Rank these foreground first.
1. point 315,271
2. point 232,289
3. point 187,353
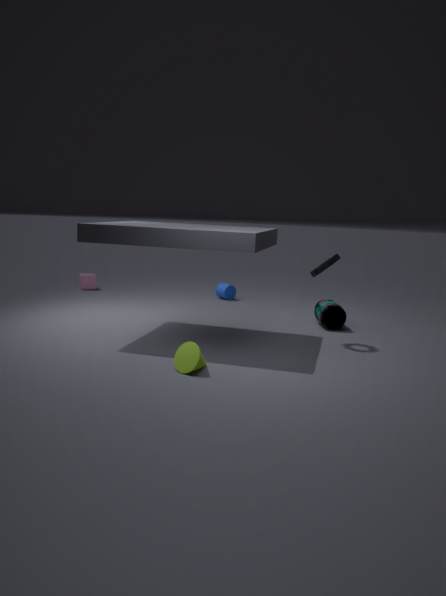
point 187,353
point 315,271
point 232,289
